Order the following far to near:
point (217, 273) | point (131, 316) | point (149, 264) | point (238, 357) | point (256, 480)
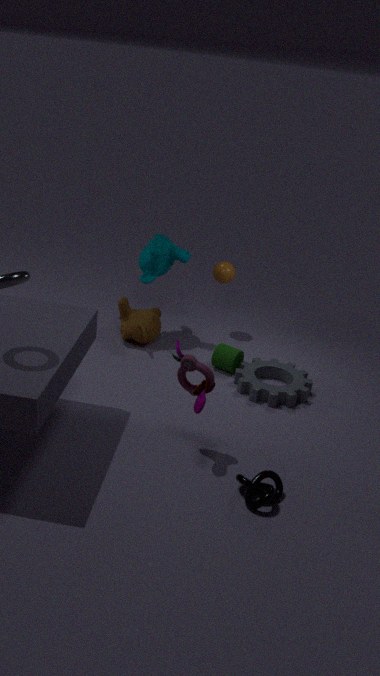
point (217, 273), point (131, 316), point (149, 264), point (238, 357), point (256, 480)
